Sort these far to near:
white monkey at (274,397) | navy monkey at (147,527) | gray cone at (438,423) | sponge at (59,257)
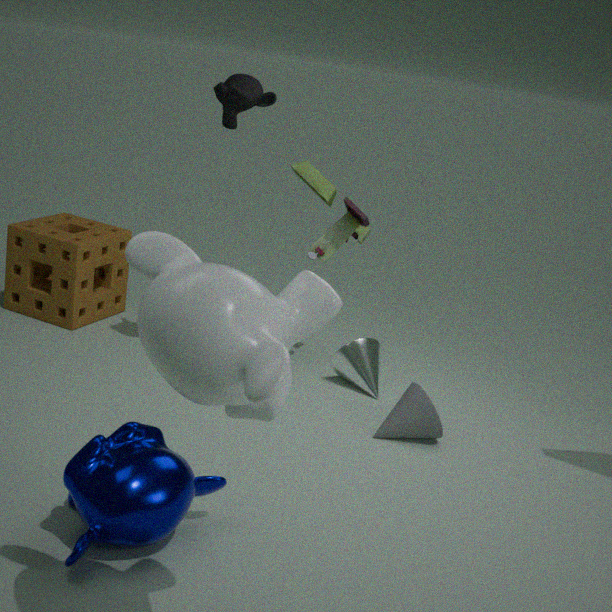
sponge at (59,257), gray cone at (438,423), navy monkey at (147,527), white monkey at (274,397)
